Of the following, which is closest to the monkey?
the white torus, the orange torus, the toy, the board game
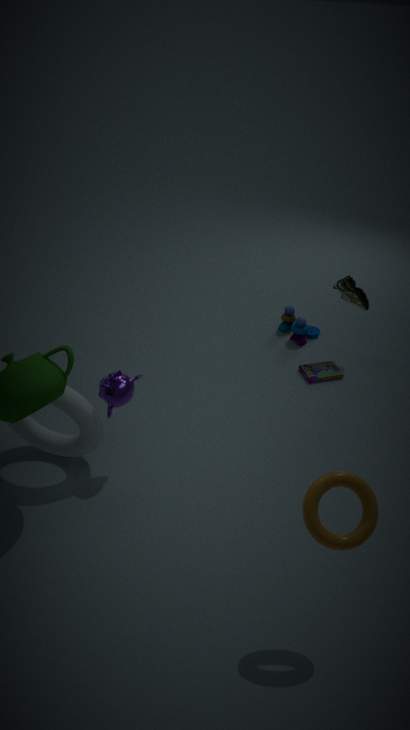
the white torus
